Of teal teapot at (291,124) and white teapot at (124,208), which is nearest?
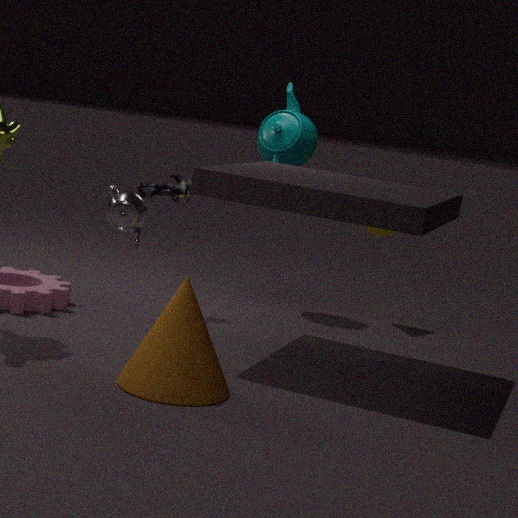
Result: white teapot at (124,208)
